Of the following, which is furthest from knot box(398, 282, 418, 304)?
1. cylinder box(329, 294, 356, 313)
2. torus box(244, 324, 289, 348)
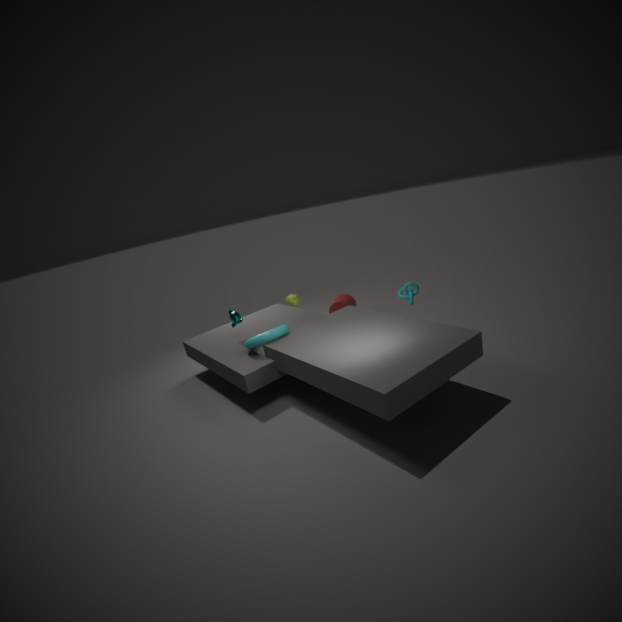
torus box(244, 324, 289, 348)
